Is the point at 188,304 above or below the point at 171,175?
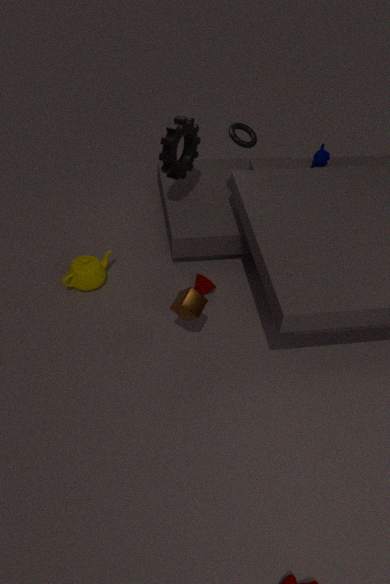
below
